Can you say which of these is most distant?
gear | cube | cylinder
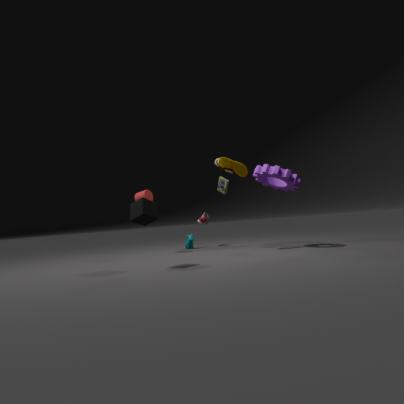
cylinder
